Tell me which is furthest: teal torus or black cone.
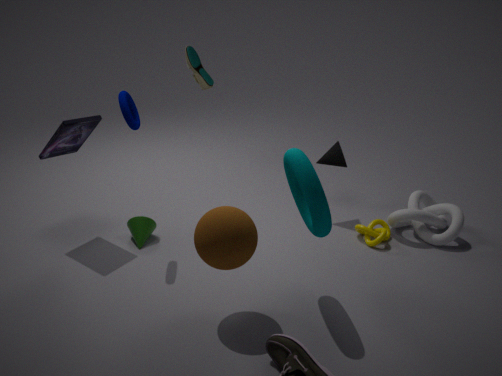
black cone
